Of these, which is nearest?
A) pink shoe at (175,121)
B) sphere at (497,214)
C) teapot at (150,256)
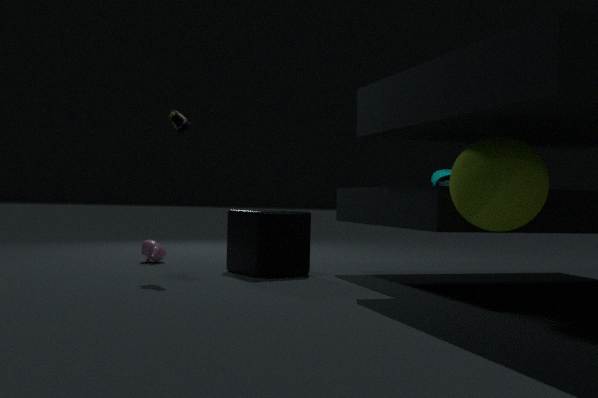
sphere at (497,214)
